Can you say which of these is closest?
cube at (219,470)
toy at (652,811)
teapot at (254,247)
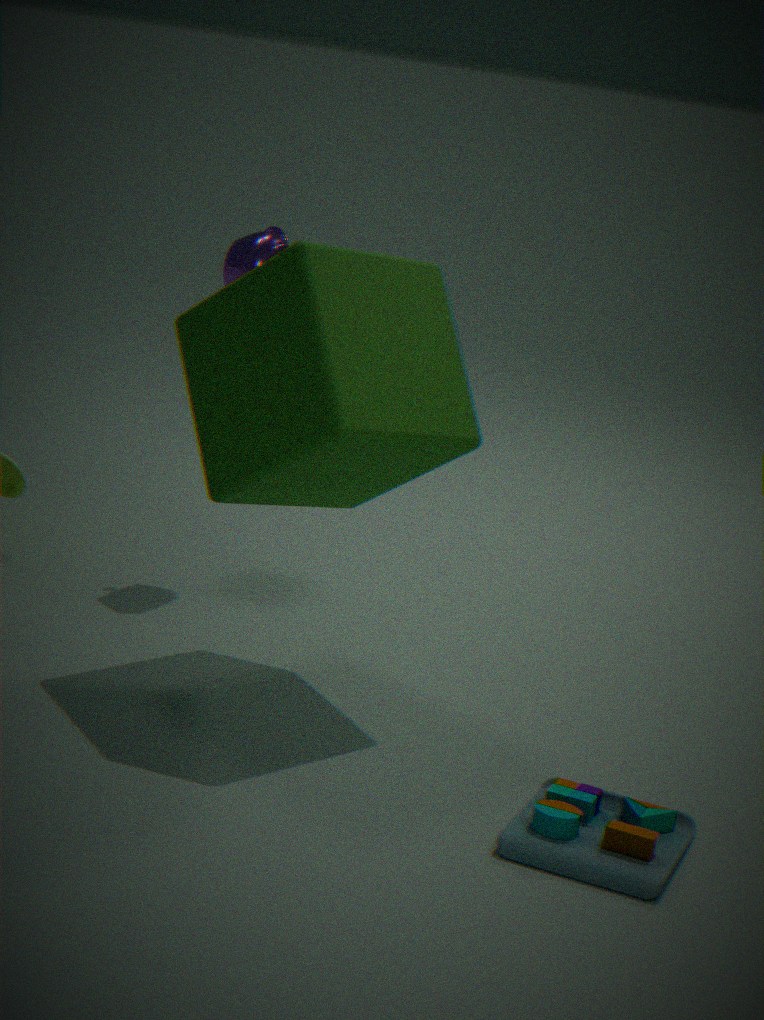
toy at (652,811)
